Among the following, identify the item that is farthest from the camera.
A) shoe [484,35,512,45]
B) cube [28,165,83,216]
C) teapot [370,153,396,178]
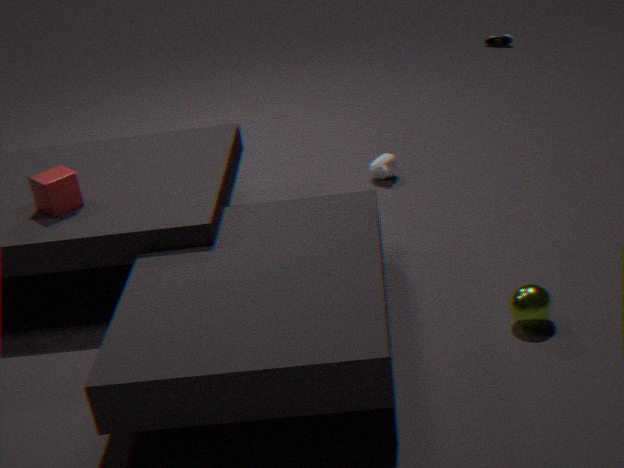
shoe [484,35,512,45]
